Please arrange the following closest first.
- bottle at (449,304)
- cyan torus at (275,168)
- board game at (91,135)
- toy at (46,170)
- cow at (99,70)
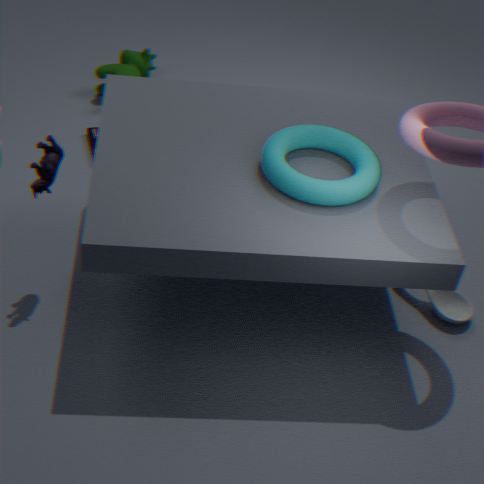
cyan torus at (275,168) → toy at (46,170) → bottle at (449,304) → board game at (91,135) → cow at (99,70)
